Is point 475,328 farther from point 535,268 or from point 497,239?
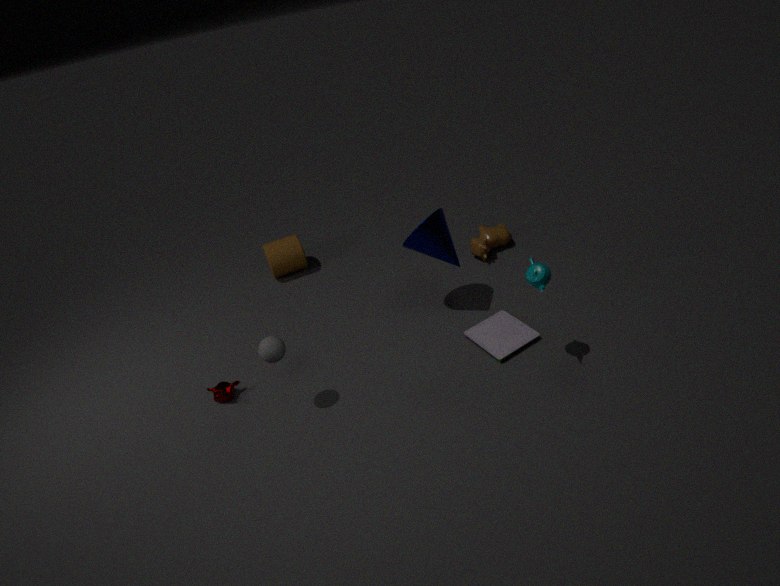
point 497,239
